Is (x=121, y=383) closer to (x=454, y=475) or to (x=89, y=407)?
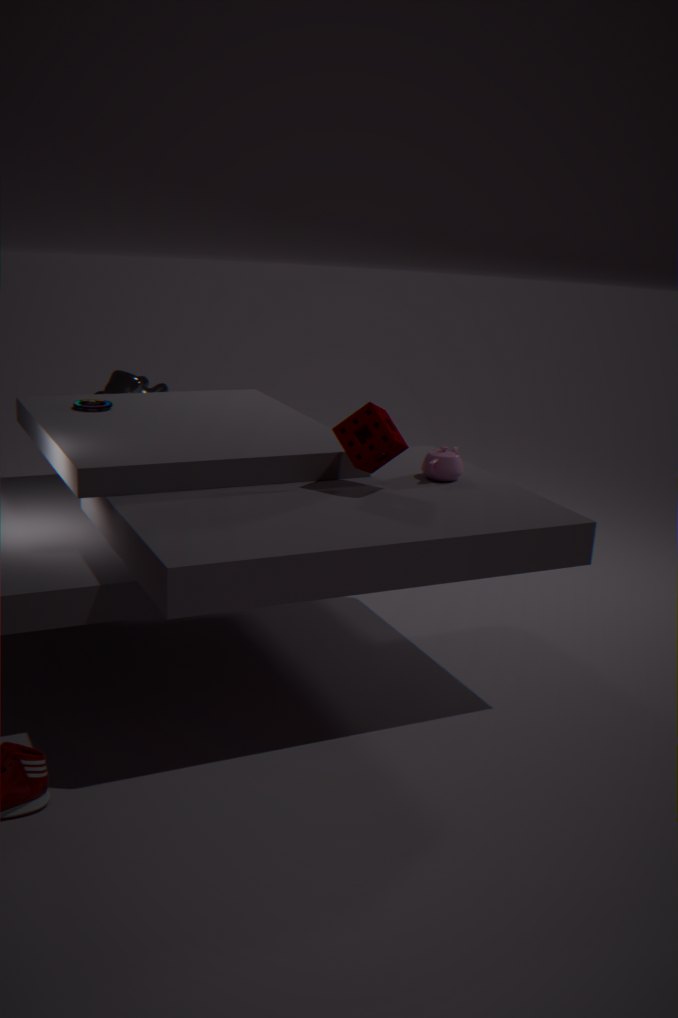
(x=89, y=407)
